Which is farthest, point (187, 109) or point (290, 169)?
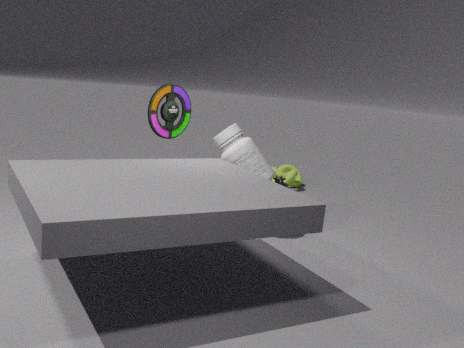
point (290, 169)
